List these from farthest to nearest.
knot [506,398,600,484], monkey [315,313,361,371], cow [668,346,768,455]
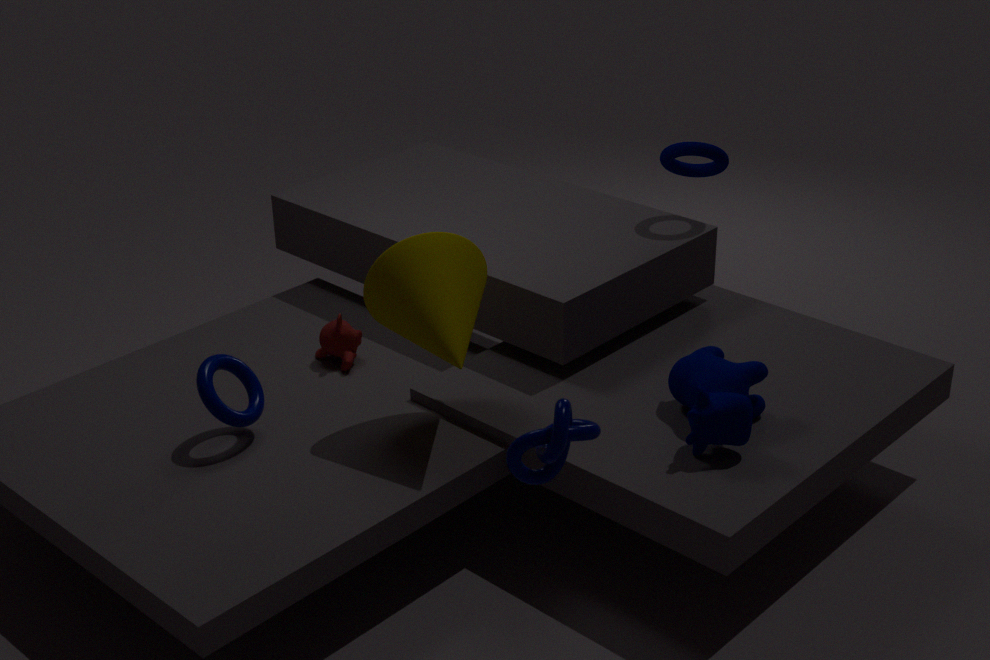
1. monkey [315,313,361,371]
2. cow [668,346,768,455]
3. knot [506,398,600,484]
